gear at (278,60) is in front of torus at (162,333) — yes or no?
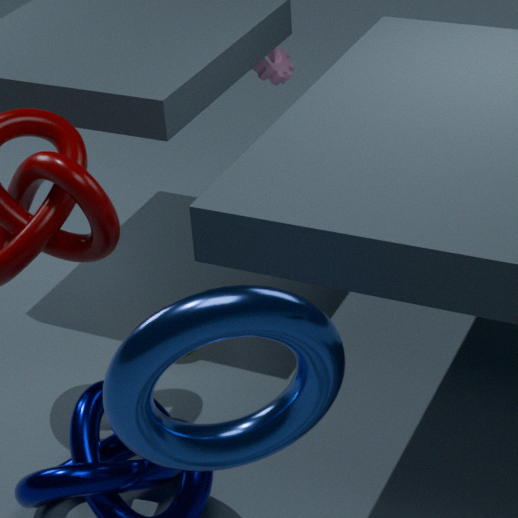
No
